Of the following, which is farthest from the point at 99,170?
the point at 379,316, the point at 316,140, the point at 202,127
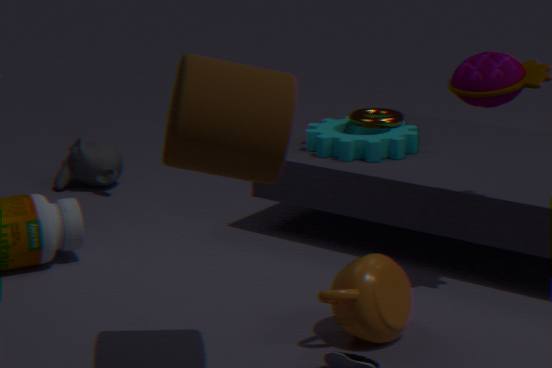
the point at 202,127
